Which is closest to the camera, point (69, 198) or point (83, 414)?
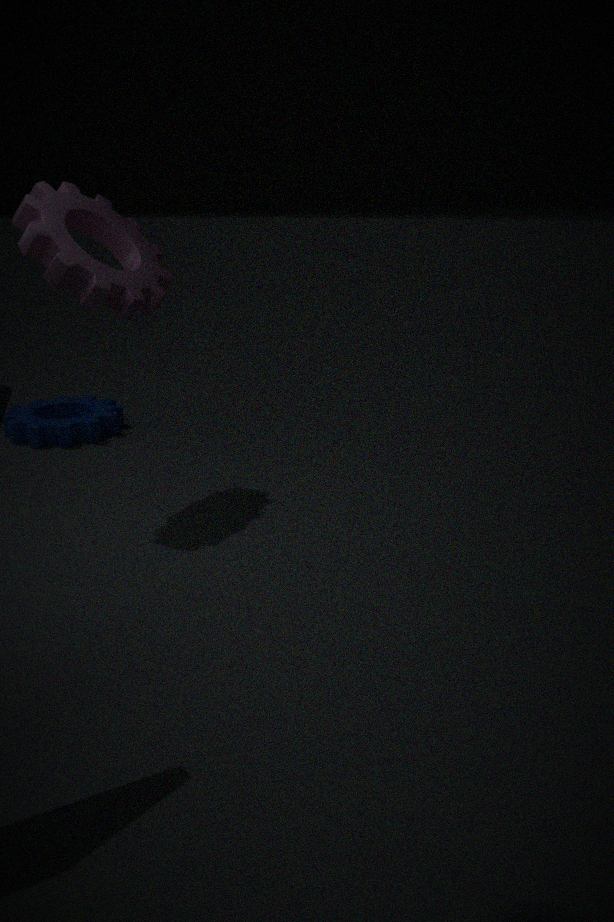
point (69, 198)
